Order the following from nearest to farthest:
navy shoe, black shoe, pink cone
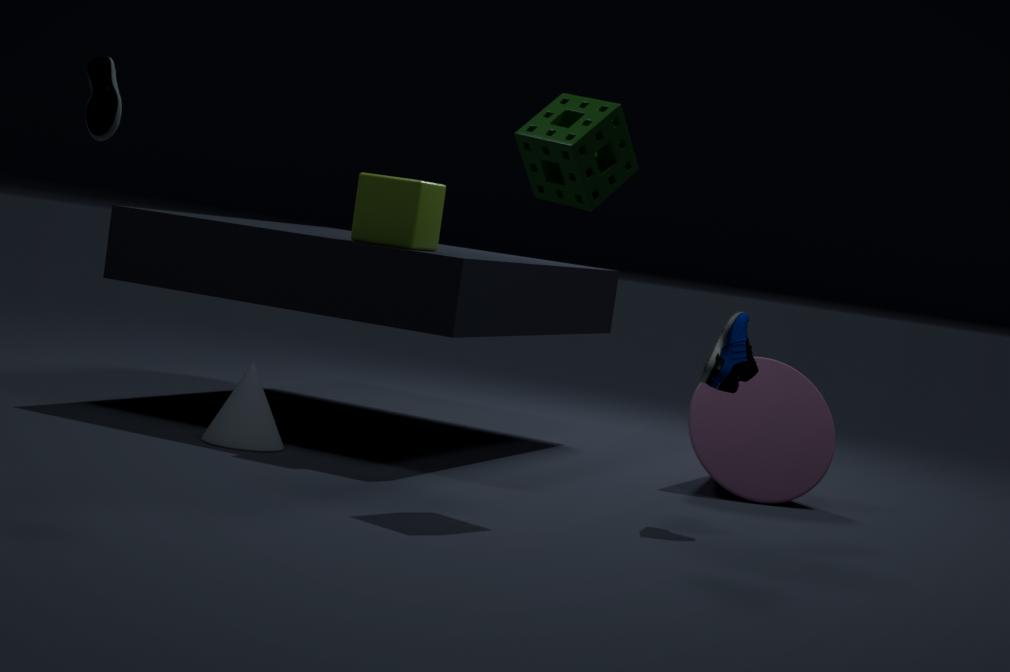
black shoe < navy shoe < pink cone
